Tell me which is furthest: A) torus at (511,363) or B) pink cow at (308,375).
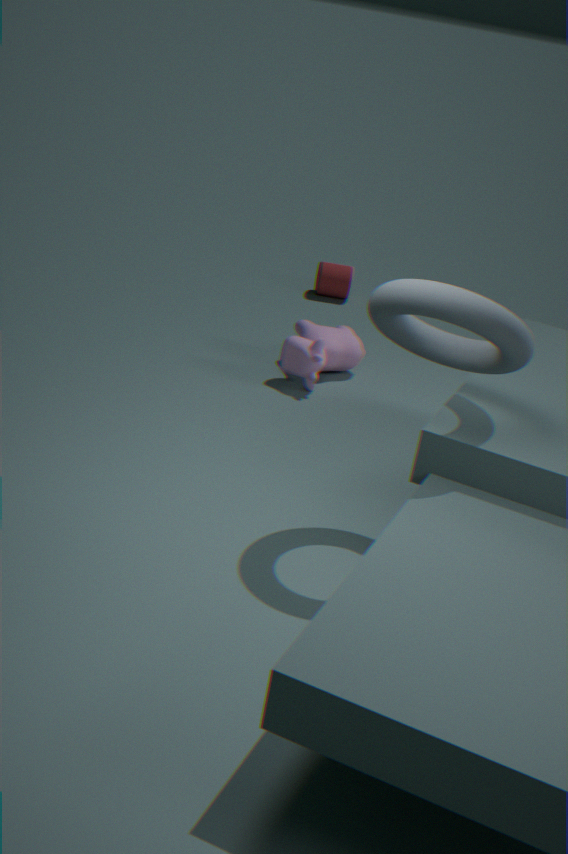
B. pink cow at (308,375)
